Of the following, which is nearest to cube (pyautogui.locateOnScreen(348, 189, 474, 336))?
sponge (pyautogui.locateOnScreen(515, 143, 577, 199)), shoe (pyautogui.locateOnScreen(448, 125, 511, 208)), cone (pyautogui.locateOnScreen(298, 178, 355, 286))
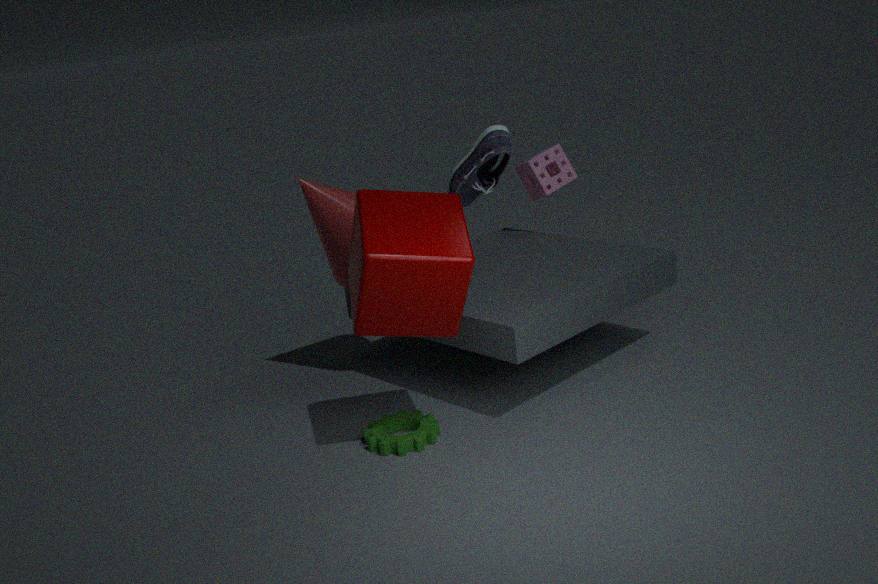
shoe (pyautogui.locateOnScreen(448, 125, 511, 208))
